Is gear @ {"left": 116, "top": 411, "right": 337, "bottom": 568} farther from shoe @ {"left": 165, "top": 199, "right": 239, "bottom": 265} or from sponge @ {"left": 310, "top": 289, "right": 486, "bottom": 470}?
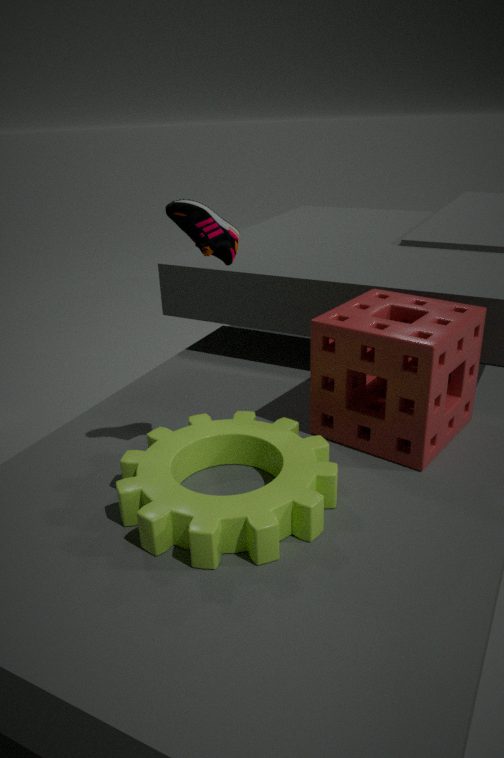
shoe @ {"left": 165, "top": 199, "right": 239, "bottom": 265}
